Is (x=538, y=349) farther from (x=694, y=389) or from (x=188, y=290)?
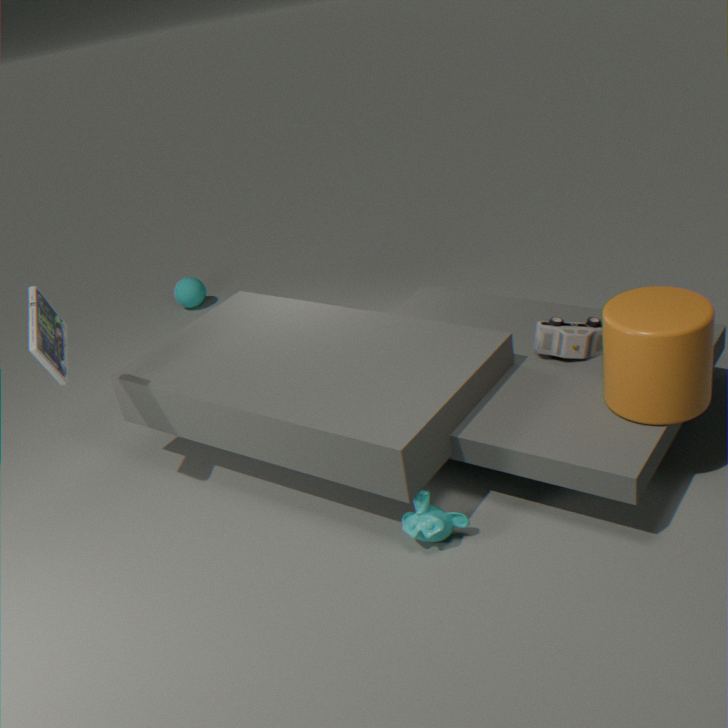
(x=188, y=290)
